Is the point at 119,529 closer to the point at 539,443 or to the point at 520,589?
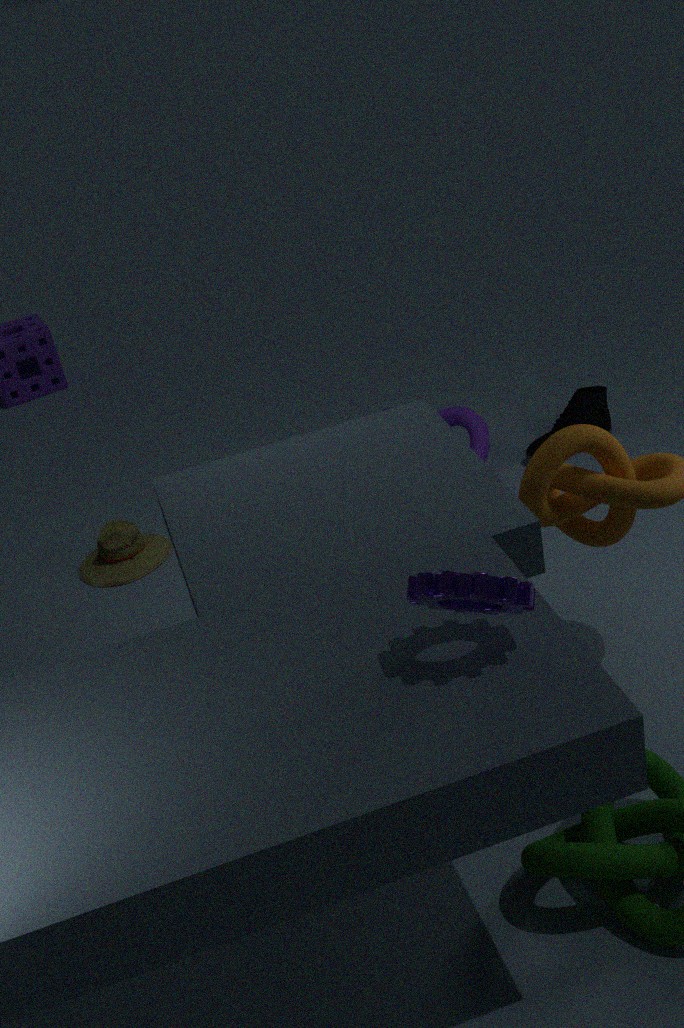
the point at 539,443
